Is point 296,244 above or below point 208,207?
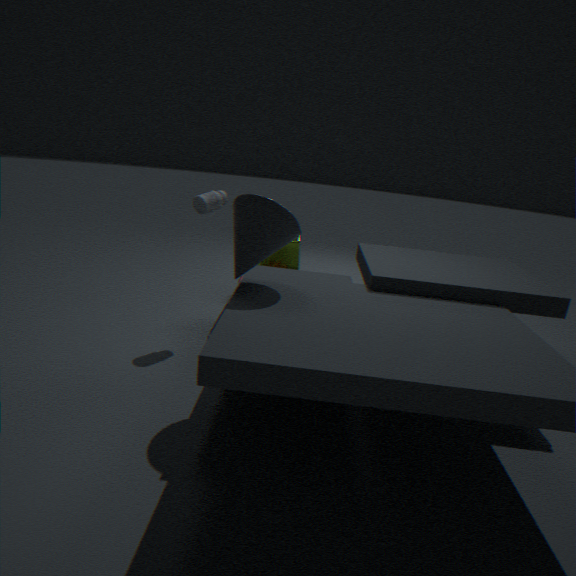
below
